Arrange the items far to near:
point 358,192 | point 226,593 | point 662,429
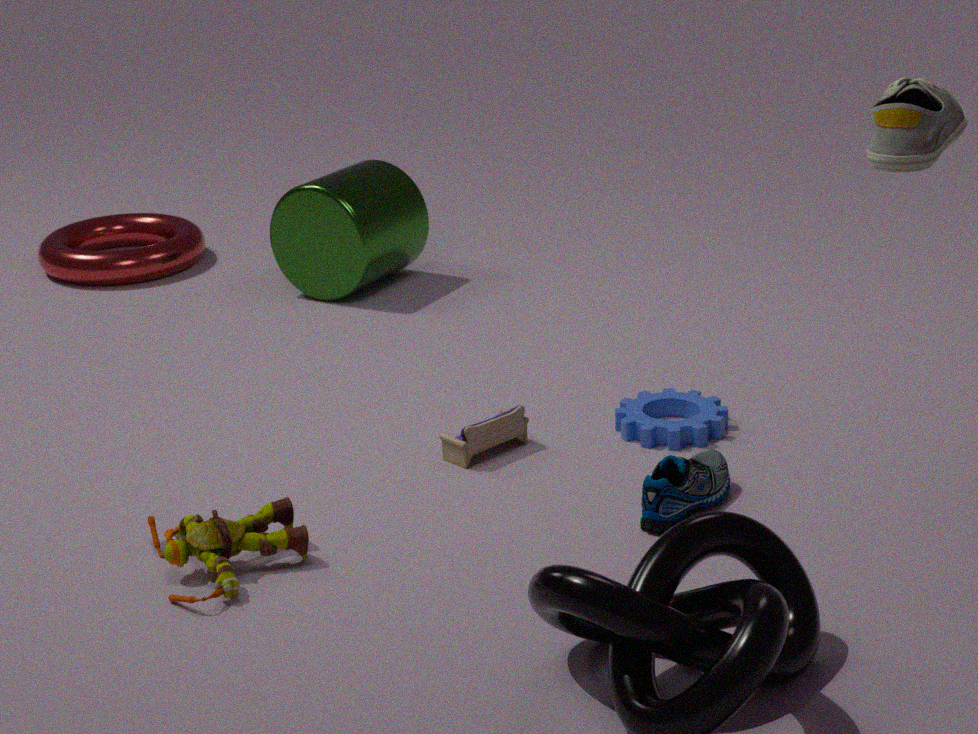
1. point 358,192
2. point 662,429
3. point 226,593
